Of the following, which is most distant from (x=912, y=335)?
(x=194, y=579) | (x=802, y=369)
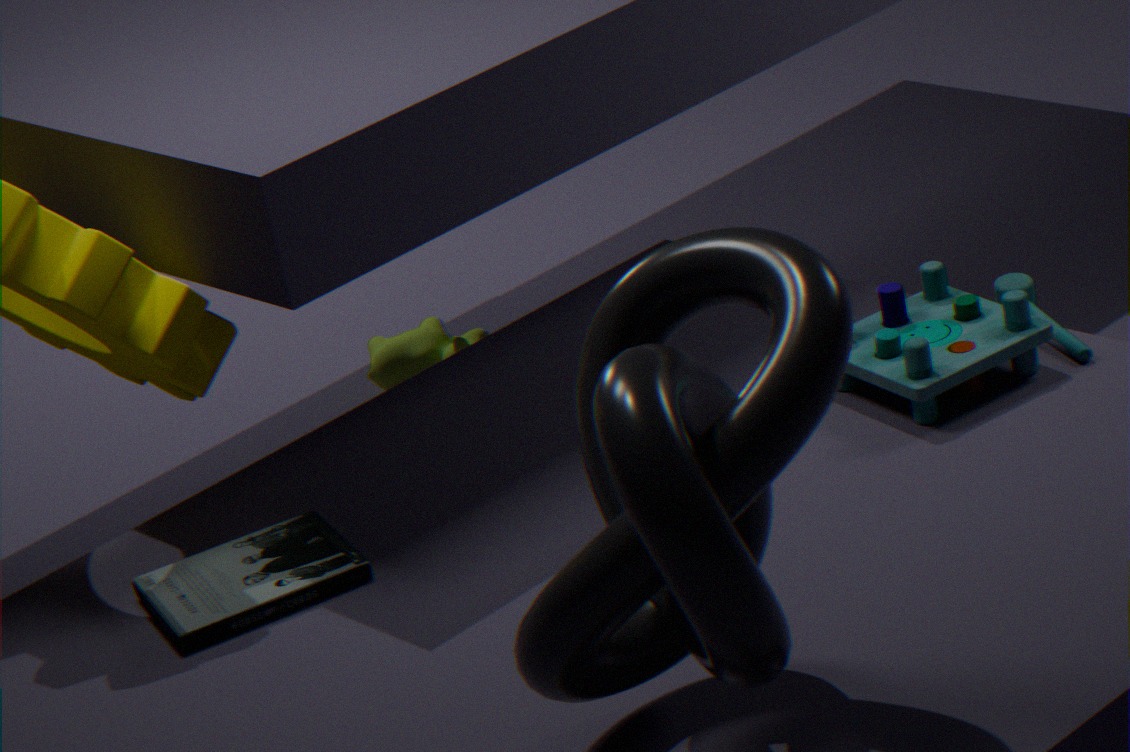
(x=194, y=579)
